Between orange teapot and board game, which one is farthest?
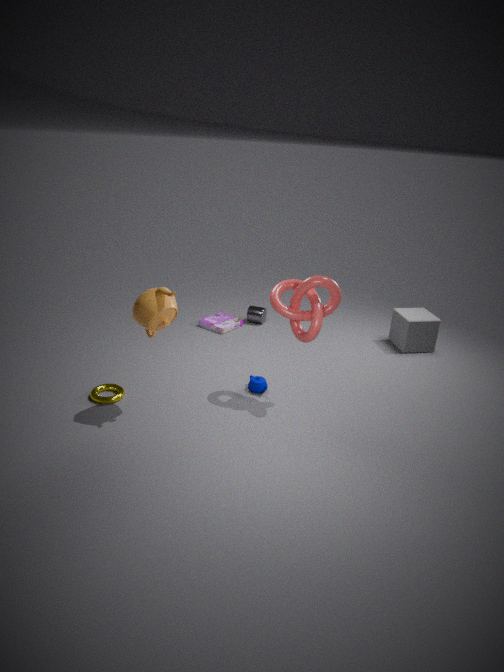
board game
